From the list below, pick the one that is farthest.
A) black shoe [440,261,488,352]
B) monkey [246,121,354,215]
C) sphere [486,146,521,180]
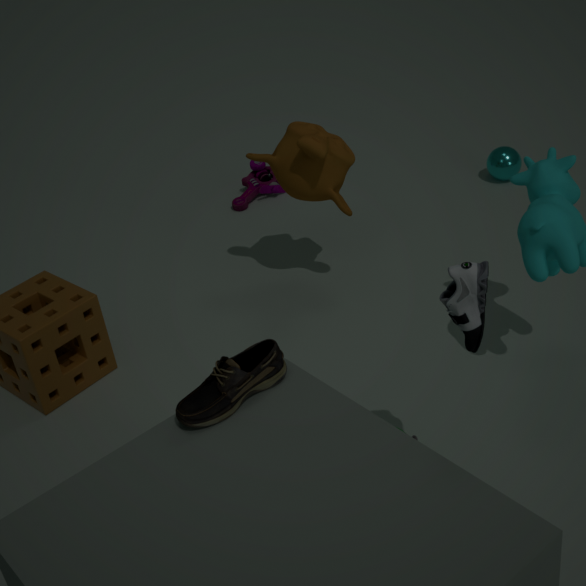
sphere [486,146,521,180]
